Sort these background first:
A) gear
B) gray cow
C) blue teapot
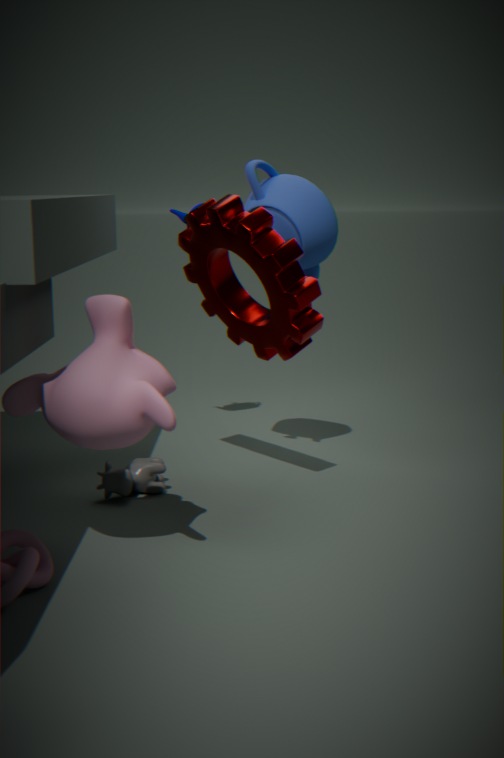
blue teapot, gray cow, gear
